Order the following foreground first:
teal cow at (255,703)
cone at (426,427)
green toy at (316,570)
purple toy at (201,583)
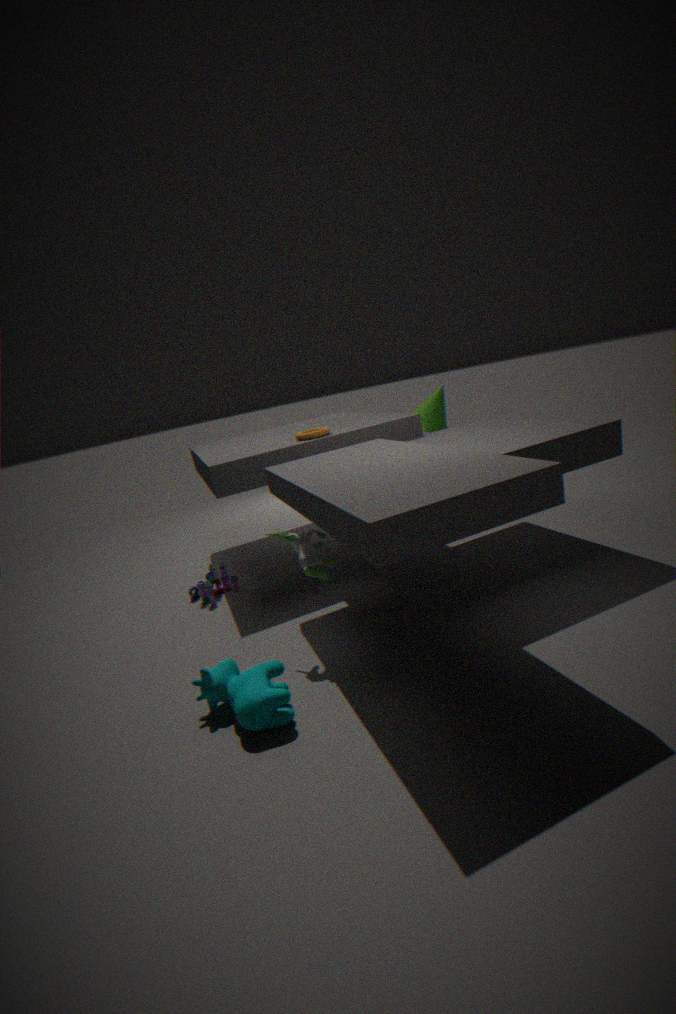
teal cow at (255,703)
green toy at (316,570)
purple toy at (201,583)
cone at (426,427)
